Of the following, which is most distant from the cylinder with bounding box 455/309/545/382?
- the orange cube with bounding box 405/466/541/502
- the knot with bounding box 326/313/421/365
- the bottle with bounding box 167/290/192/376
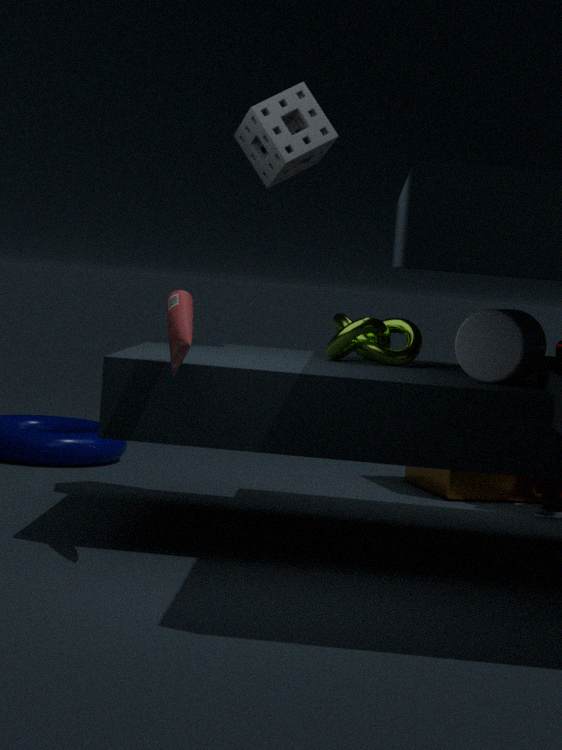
the orange cube with bounding box 405/466/541/502
